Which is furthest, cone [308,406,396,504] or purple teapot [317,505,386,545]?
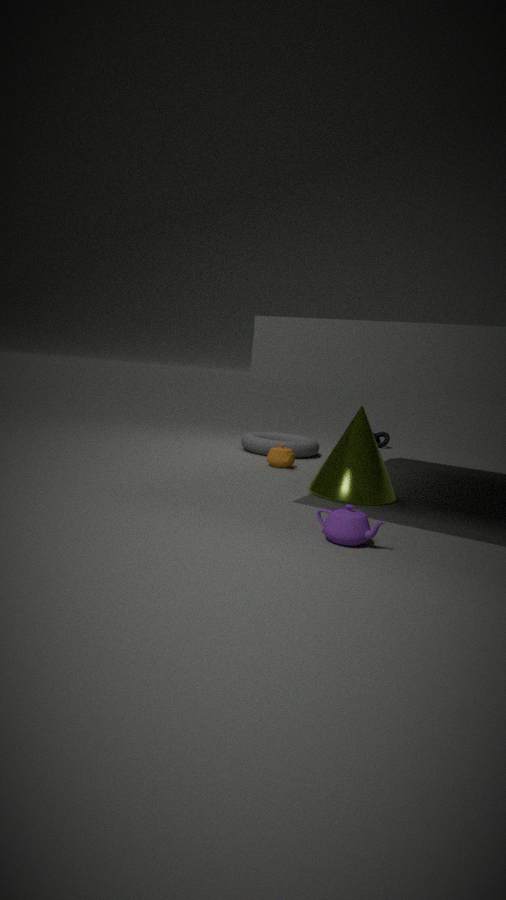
cone [308,406,396,504]
